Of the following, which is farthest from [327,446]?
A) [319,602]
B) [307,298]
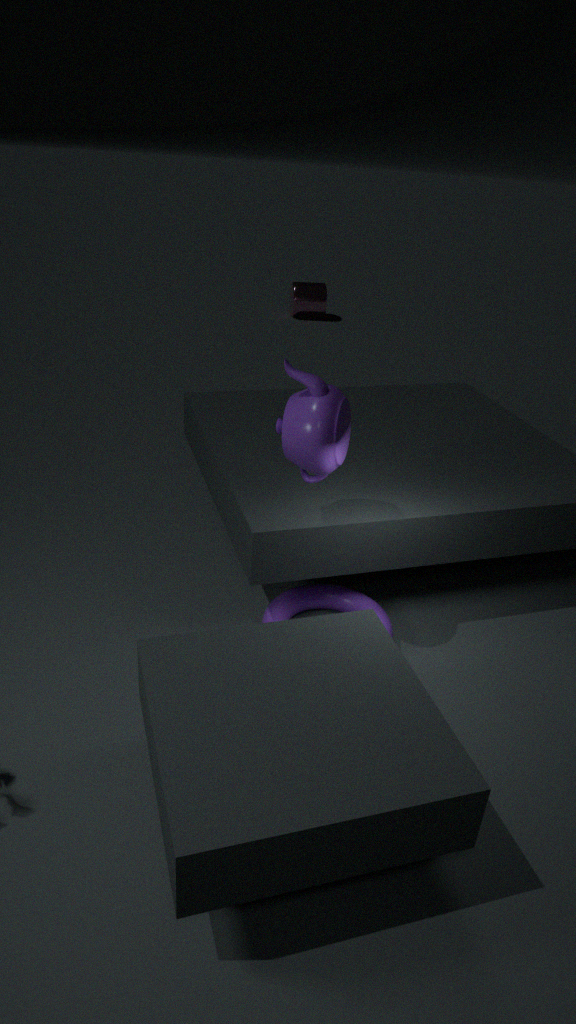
[307,298]
